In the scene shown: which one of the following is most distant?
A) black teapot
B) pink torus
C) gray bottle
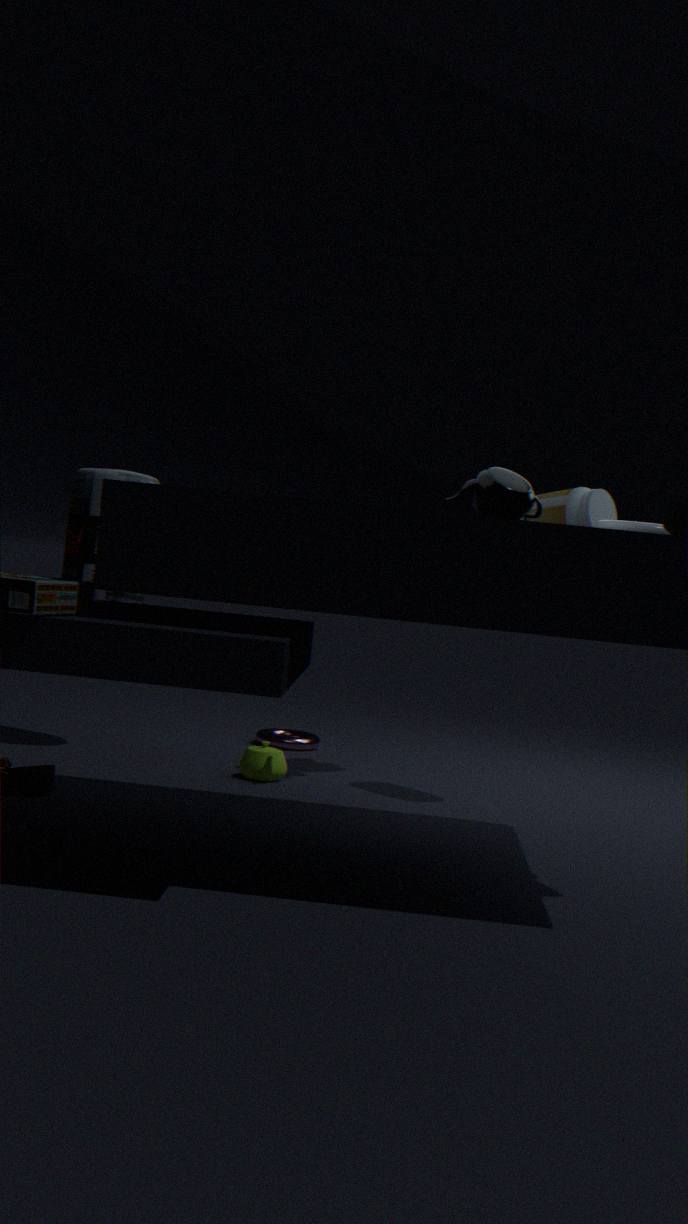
pink torus
